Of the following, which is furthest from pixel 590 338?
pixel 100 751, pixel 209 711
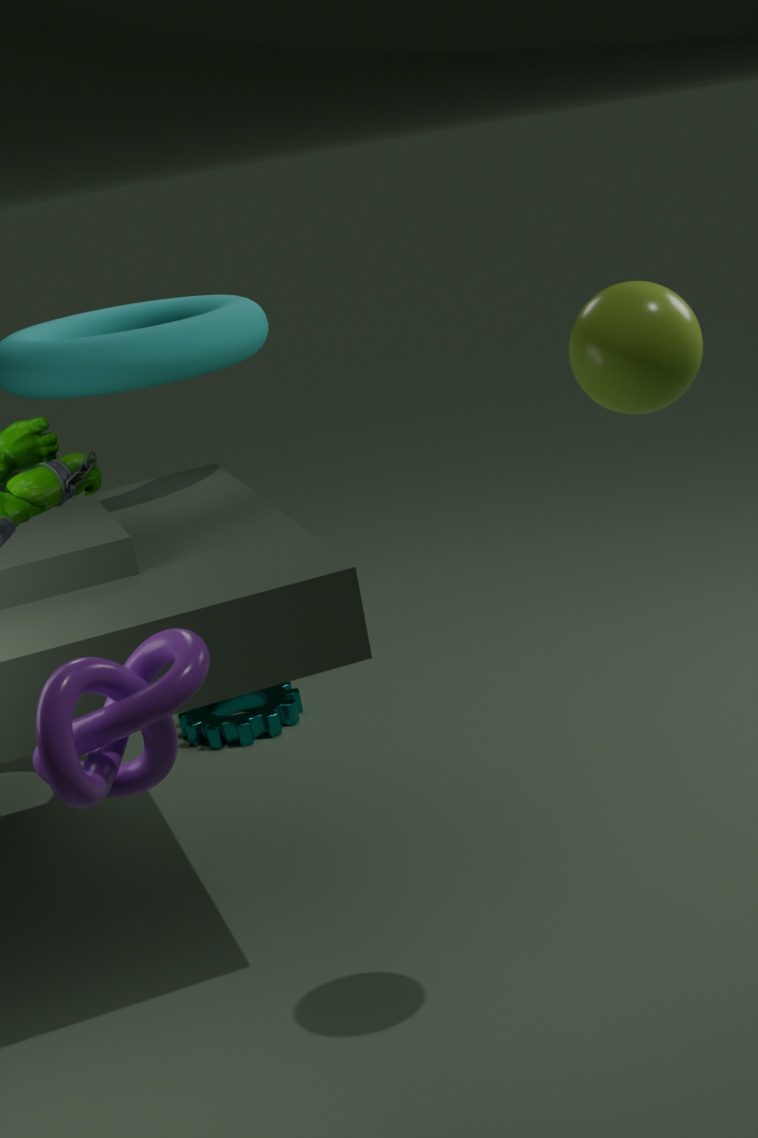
pixel 209 711
